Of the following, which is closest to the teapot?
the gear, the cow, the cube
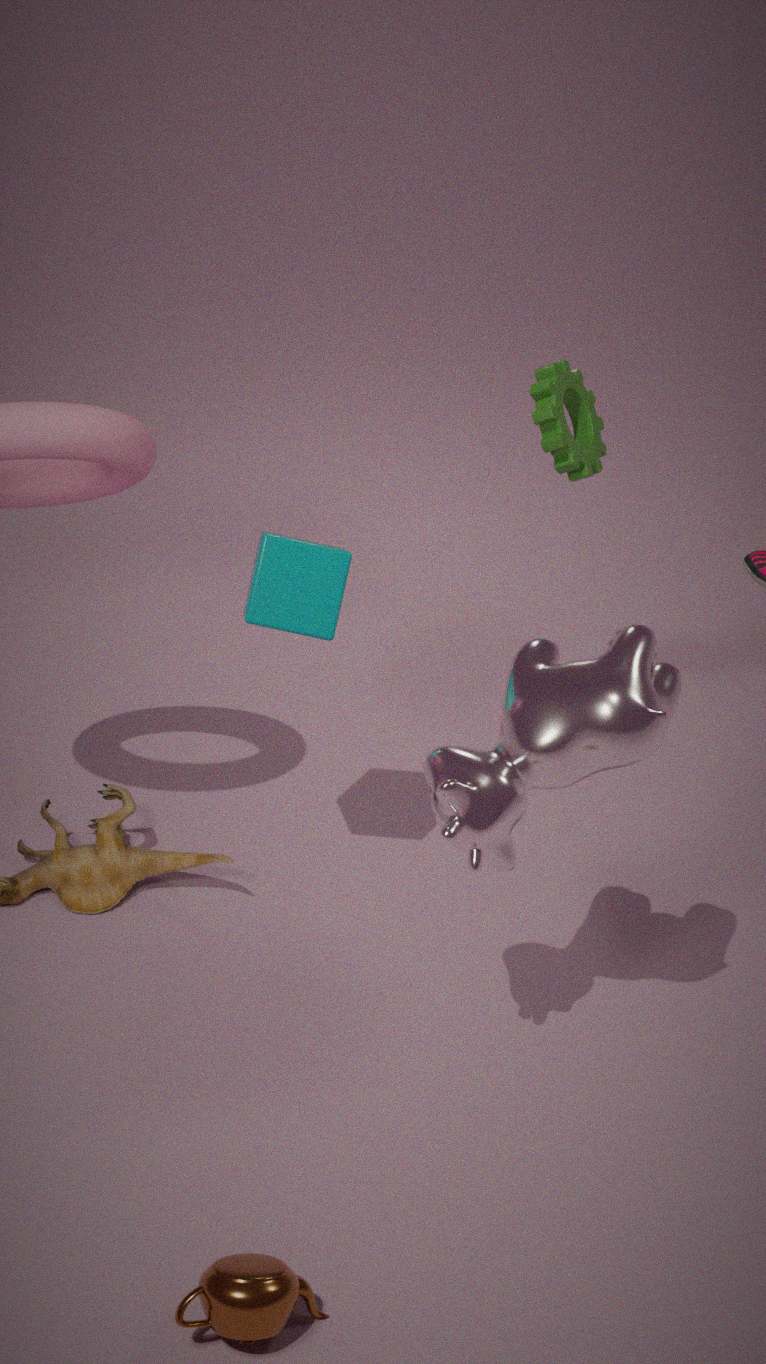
the cow
